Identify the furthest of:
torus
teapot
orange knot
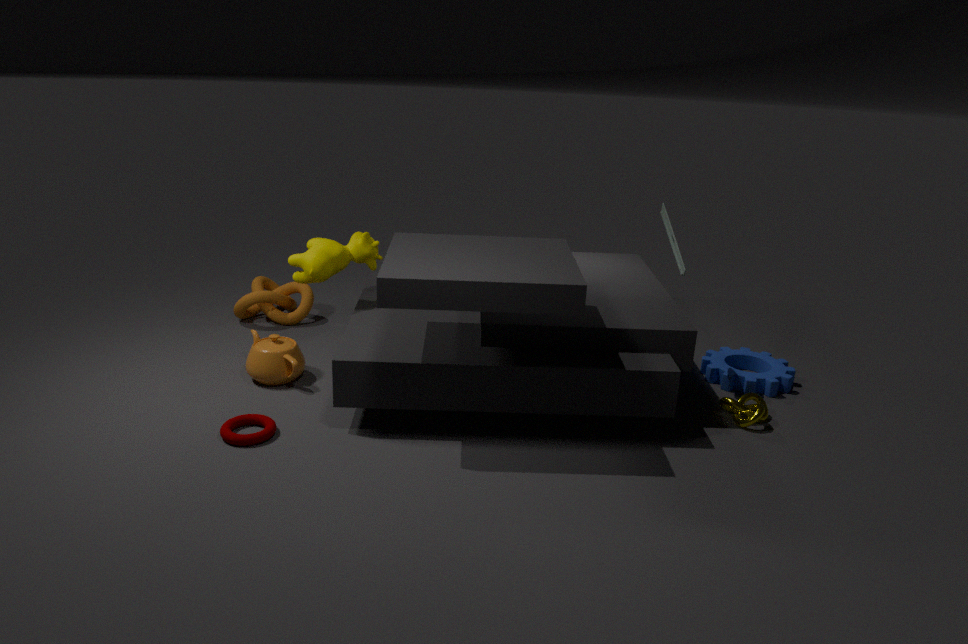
orange knot
